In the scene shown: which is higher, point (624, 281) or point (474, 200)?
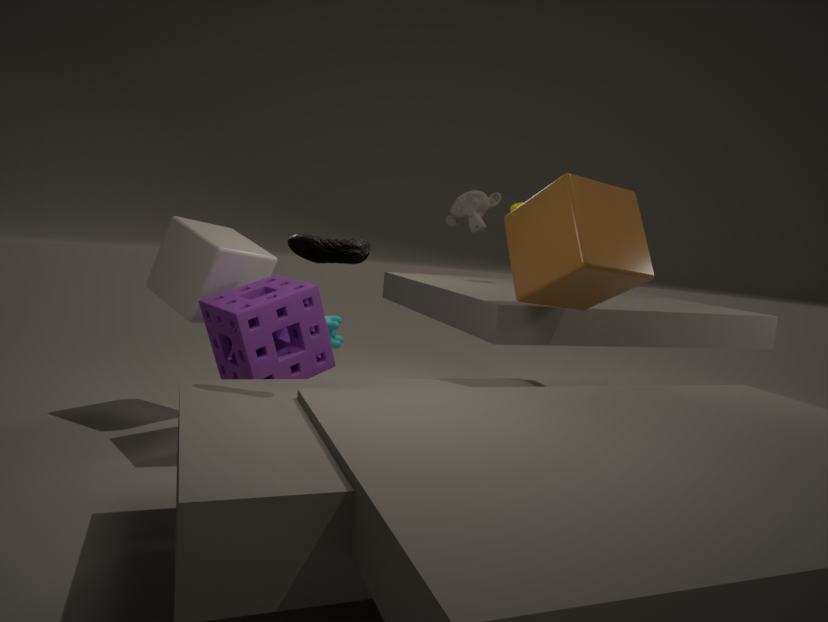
point (474, 200)
